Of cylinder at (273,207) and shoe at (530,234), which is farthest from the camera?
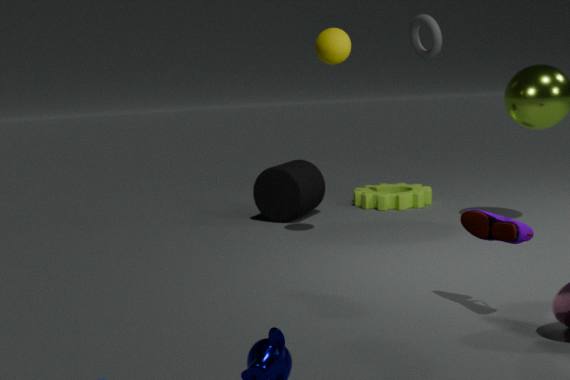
cylinder at (273,207)
